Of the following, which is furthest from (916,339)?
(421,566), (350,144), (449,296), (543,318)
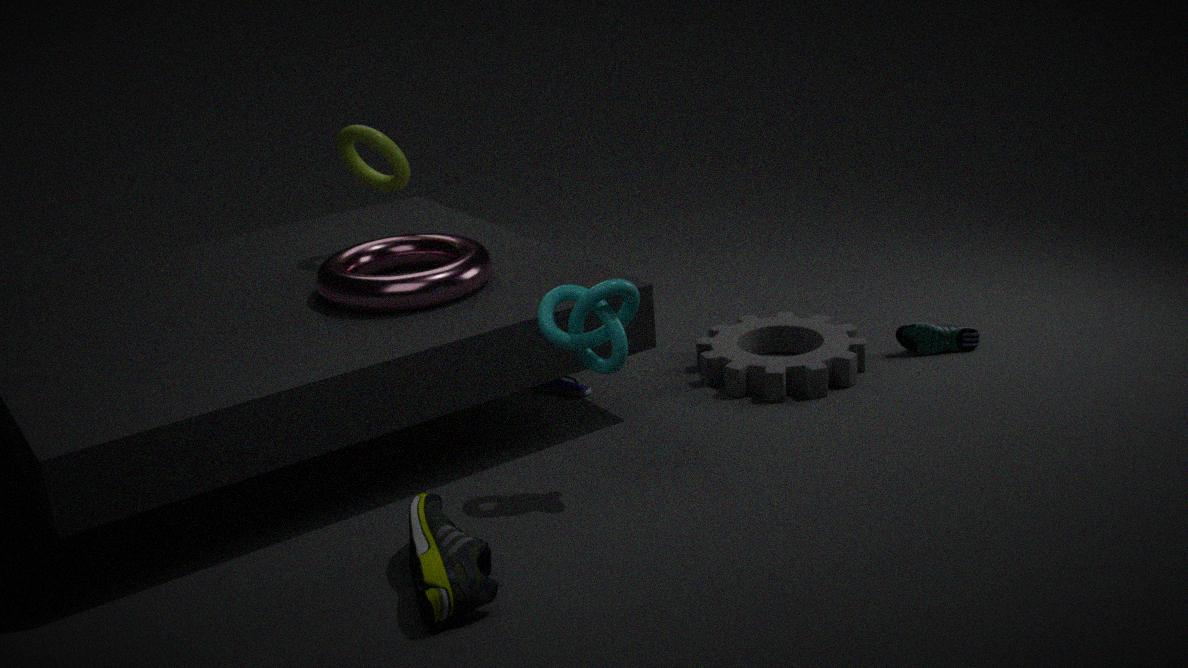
(421,566)
